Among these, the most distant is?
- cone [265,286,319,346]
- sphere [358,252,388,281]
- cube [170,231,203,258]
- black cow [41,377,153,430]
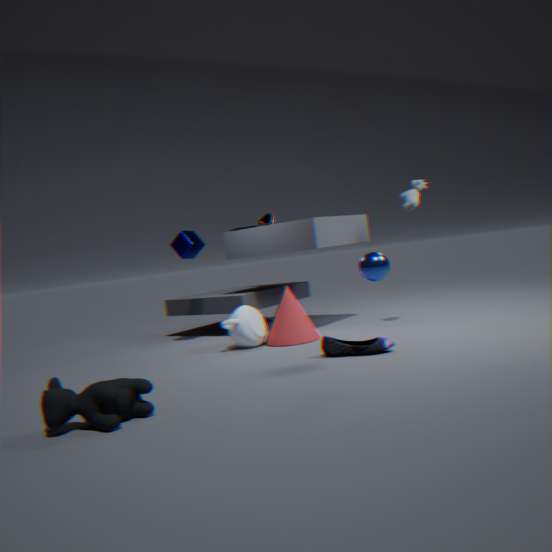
cube [170,231,203,258]
